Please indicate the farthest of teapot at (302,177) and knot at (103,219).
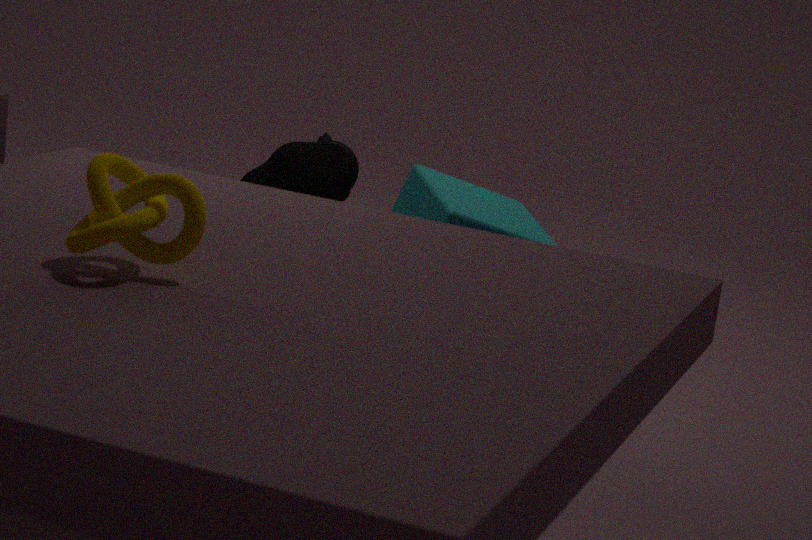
teapot at (302,177)
